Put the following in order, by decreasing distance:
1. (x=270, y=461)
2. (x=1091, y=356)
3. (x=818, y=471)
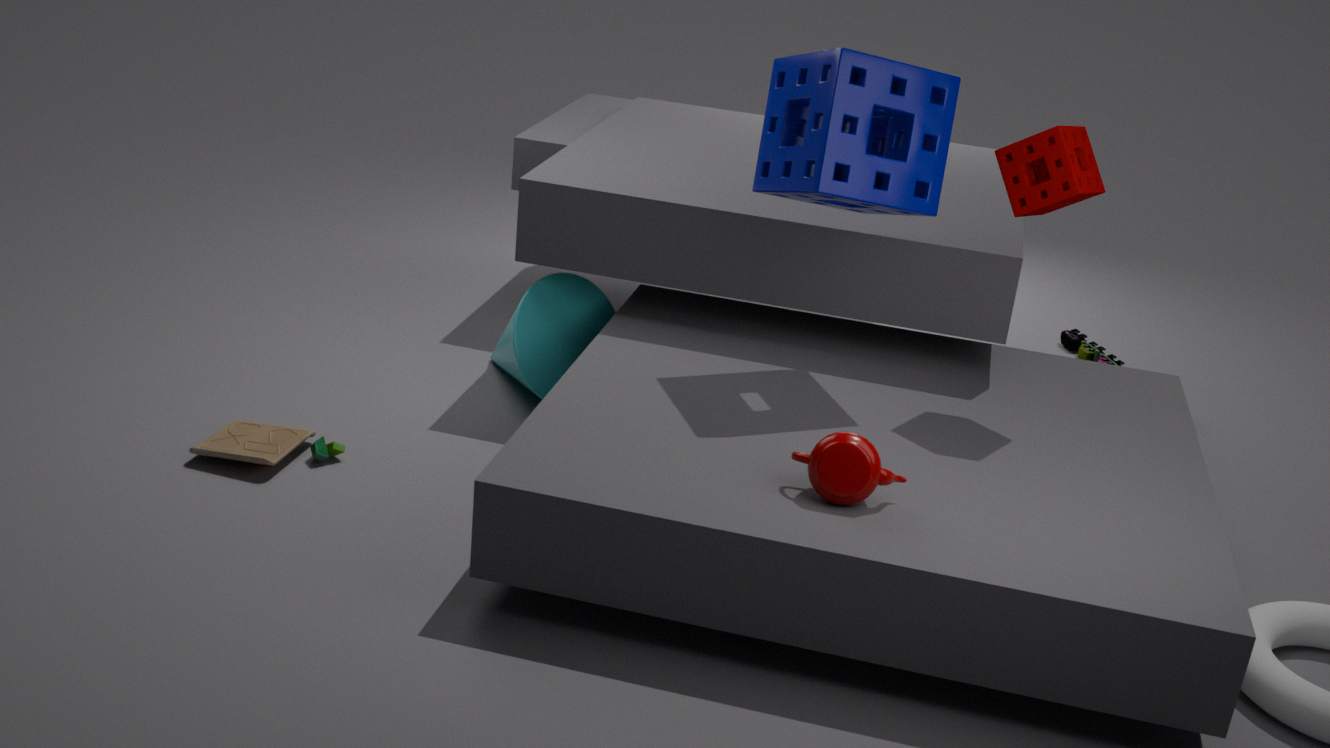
(x=1091, y=356)
(x=270, y=461)
(x=818, y=471)
